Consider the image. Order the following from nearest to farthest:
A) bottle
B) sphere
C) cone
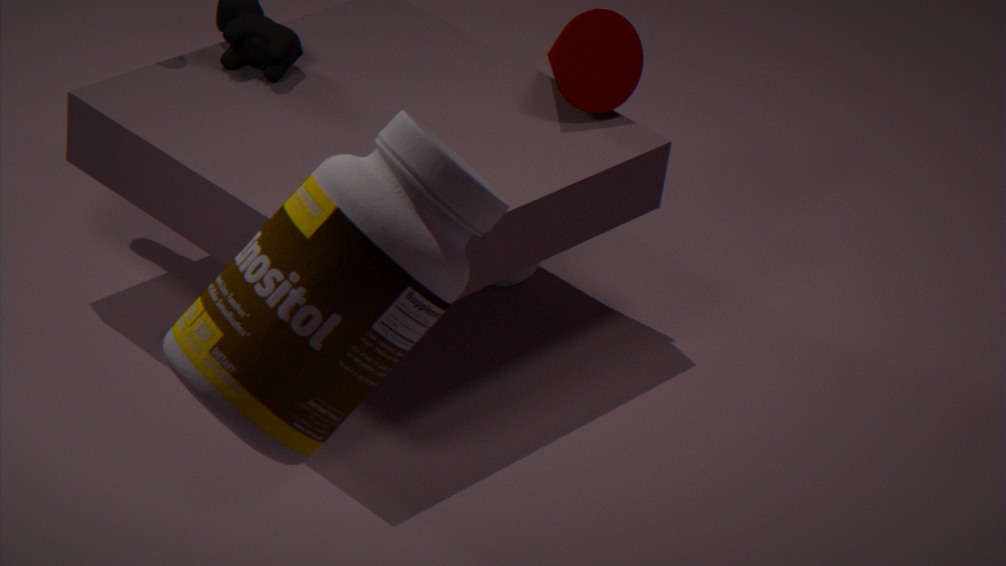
bottle → cone → sphere
